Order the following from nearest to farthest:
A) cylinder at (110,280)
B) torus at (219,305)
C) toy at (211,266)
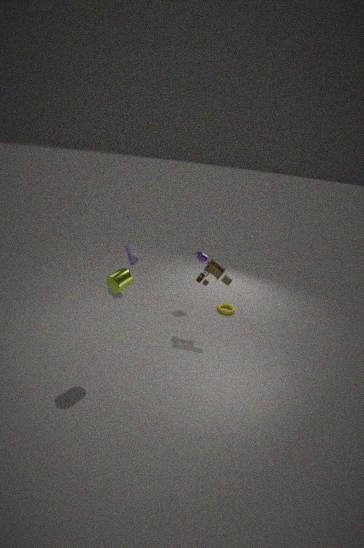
cylinder at (110,280), toy at (211,266), torus at (219,305)
